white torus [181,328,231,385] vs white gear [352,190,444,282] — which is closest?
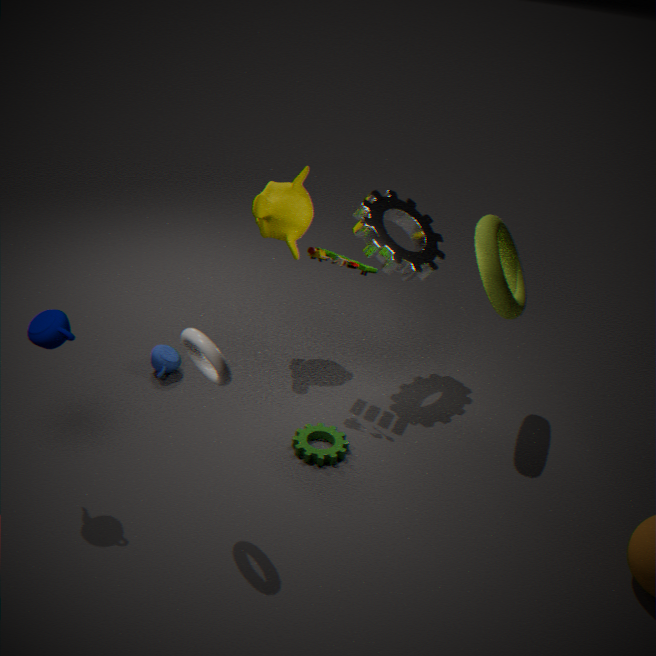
white torus [181,328,231,385]
